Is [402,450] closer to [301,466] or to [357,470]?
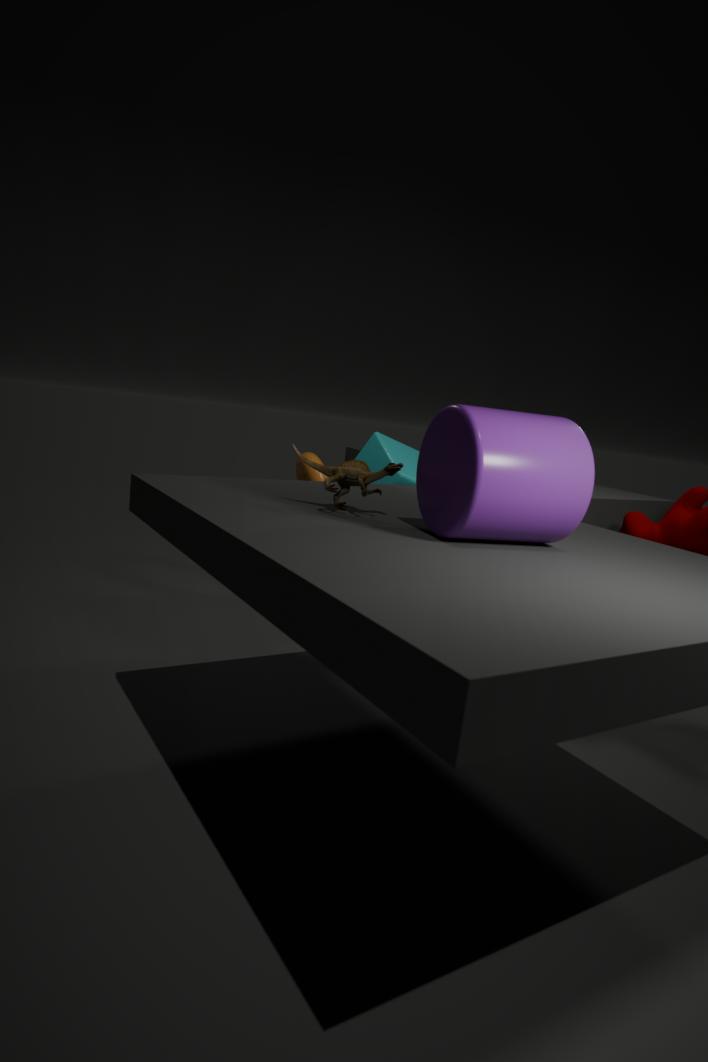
[301,466]
